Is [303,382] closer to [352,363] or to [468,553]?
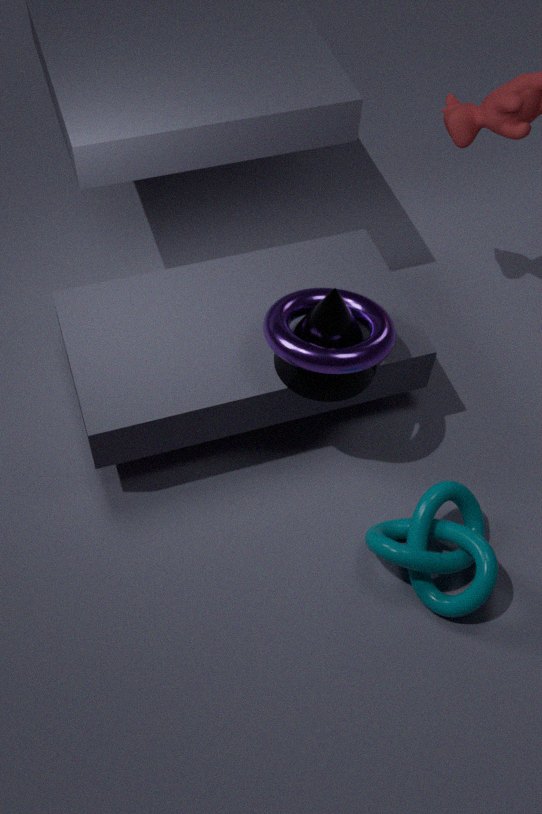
[352,363]
